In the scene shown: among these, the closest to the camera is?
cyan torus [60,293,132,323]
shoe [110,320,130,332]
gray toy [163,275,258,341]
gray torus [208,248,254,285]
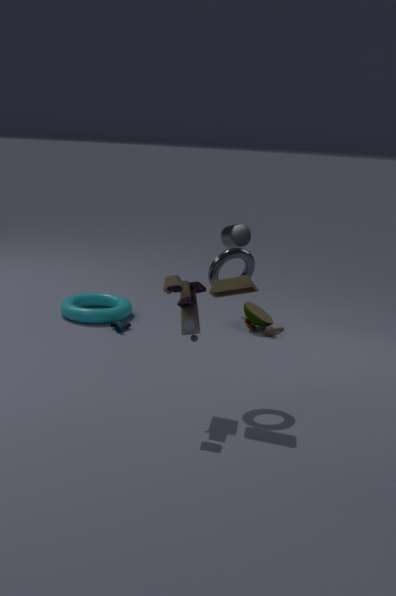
gray toy [163,275,258,341]
